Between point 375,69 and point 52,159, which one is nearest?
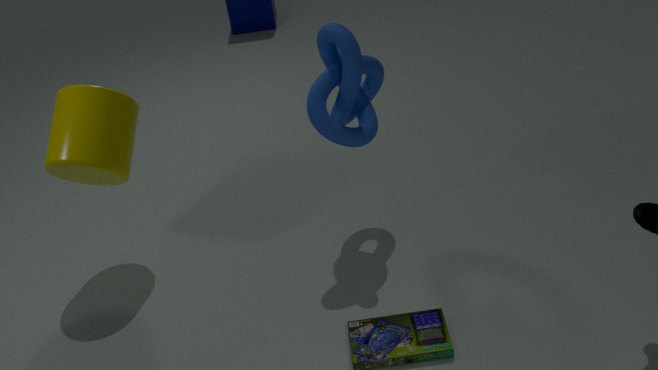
point 52,159
